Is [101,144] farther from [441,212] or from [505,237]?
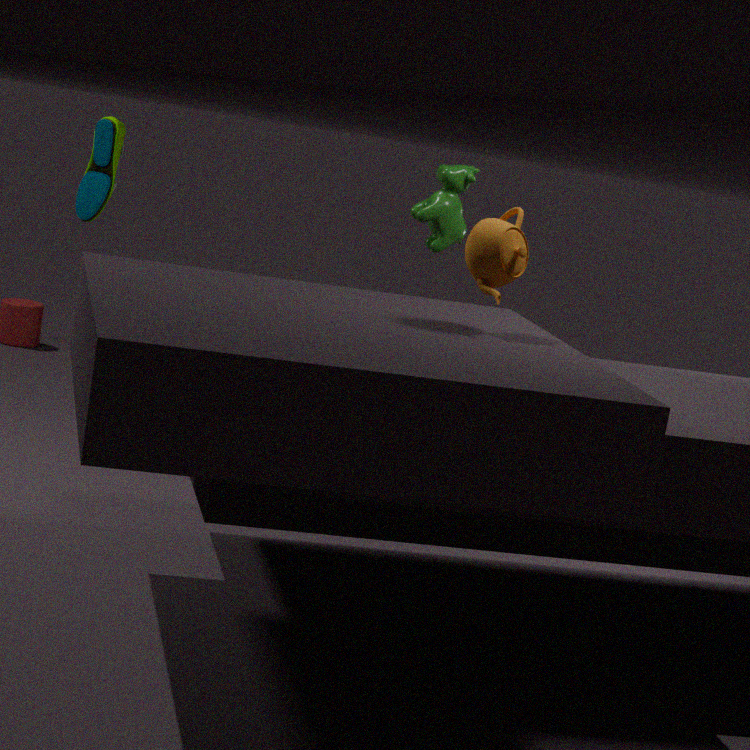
[505,237]
